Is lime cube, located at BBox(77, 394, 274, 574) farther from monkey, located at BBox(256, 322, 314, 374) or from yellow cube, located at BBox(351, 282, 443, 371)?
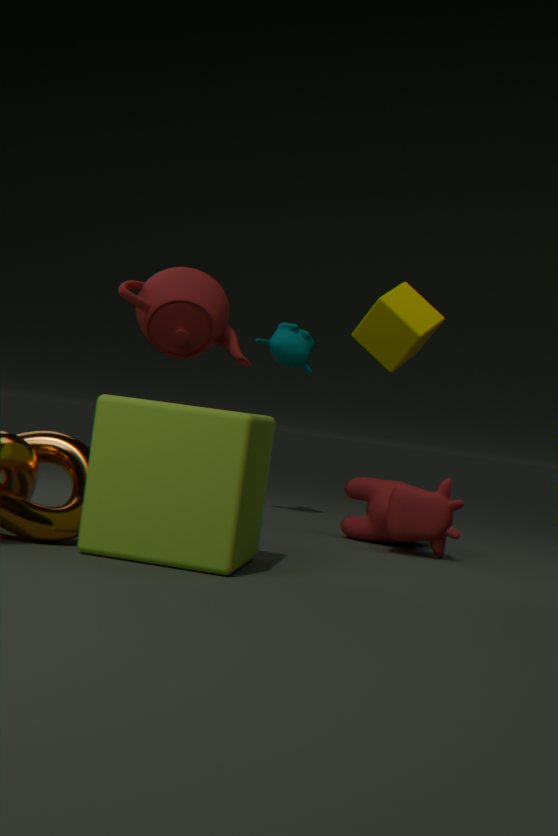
monkey, located at BBox(256, 322, 314, 374)
